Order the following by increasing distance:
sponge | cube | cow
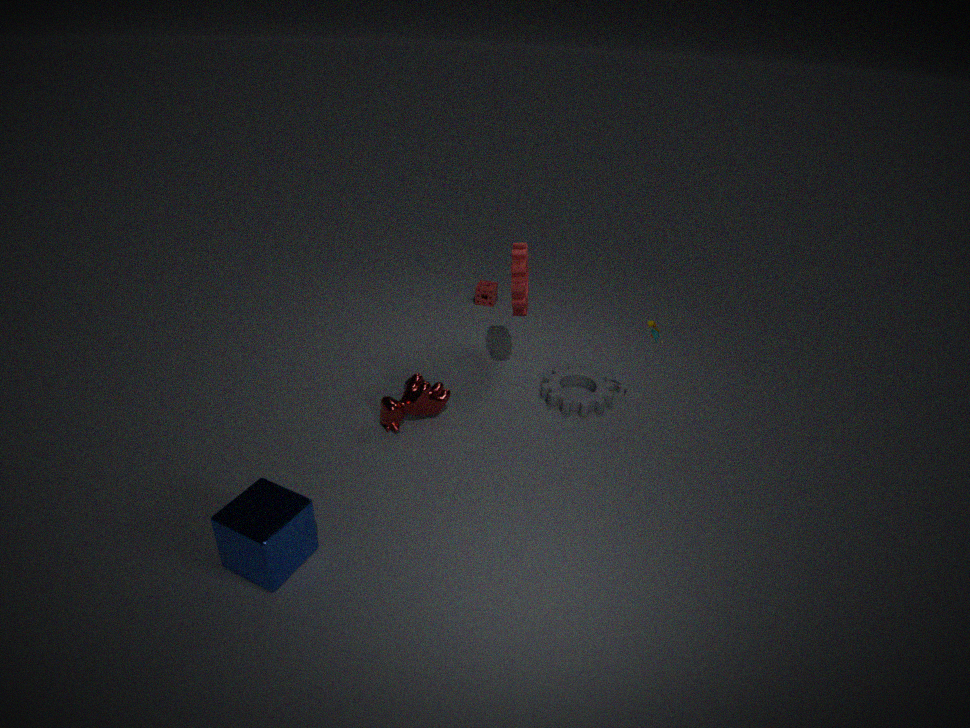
cube → cow → sponge
